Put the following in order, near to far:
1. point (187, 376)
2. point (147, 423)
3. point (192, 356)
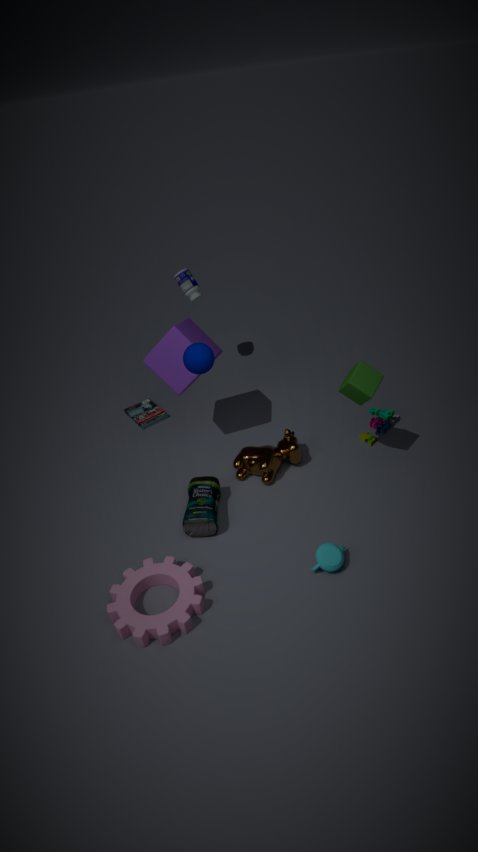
point (192, 356) < point (187, 376) < point (147, 423)
